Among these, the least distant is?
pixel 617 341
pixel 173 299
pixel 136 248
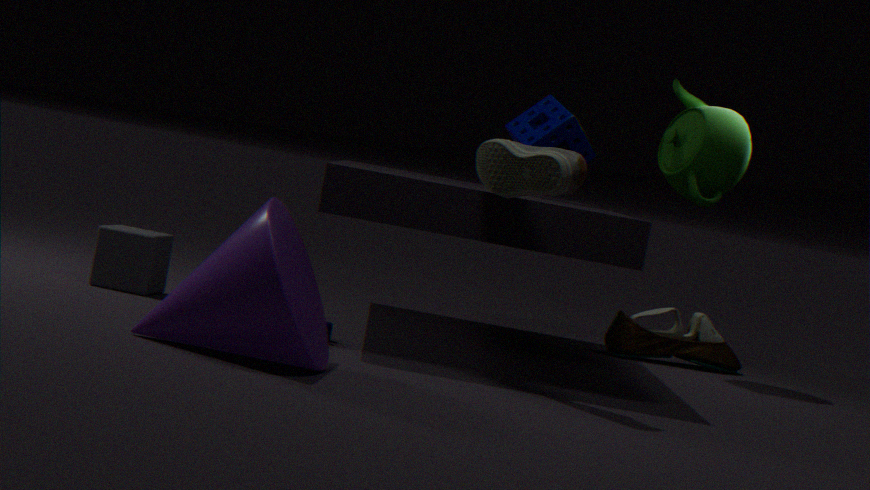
pixel 173 299
